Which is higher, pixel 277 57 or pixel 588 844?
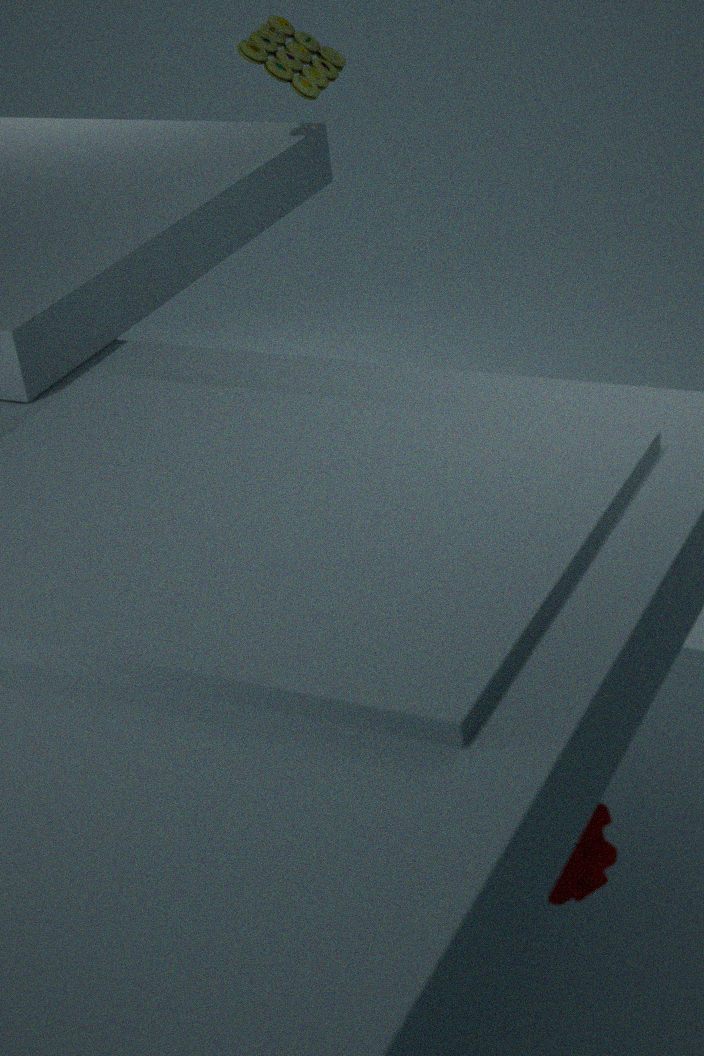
pixel 277 57
